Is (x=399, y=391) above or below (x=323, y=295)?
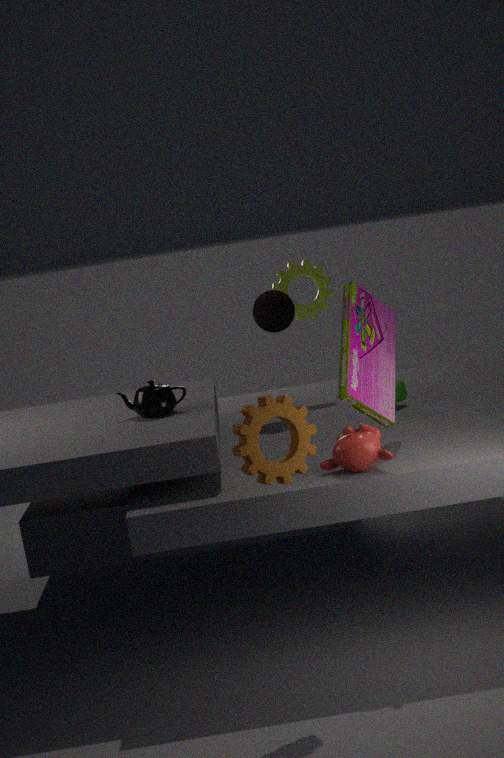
below
